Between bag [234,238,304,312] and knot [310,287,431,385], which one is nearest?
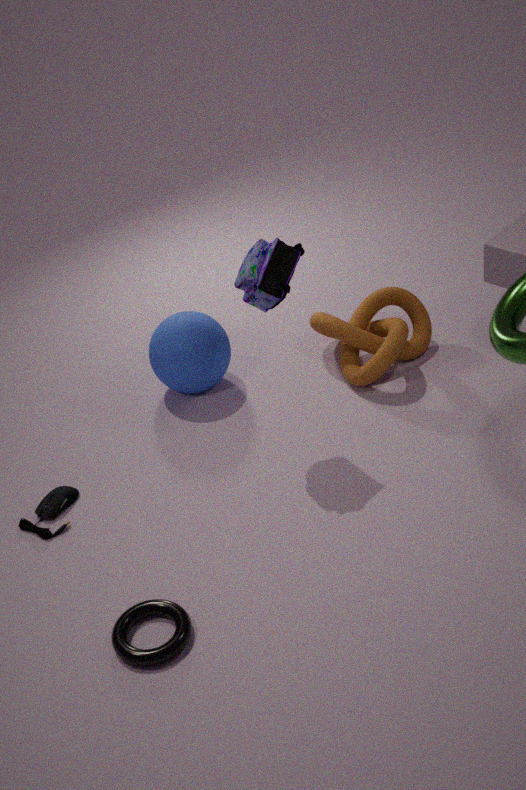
bag [234,238,304,312]
